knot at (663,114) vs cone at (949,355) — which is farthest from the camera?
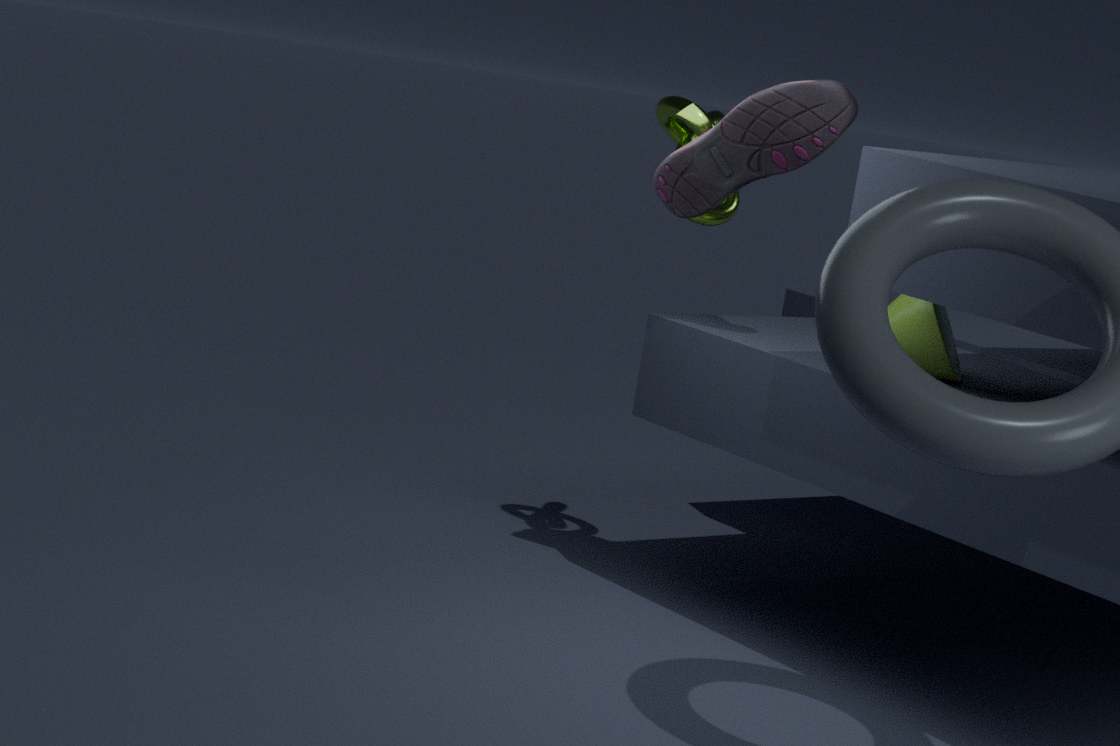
knot at (663,114)
